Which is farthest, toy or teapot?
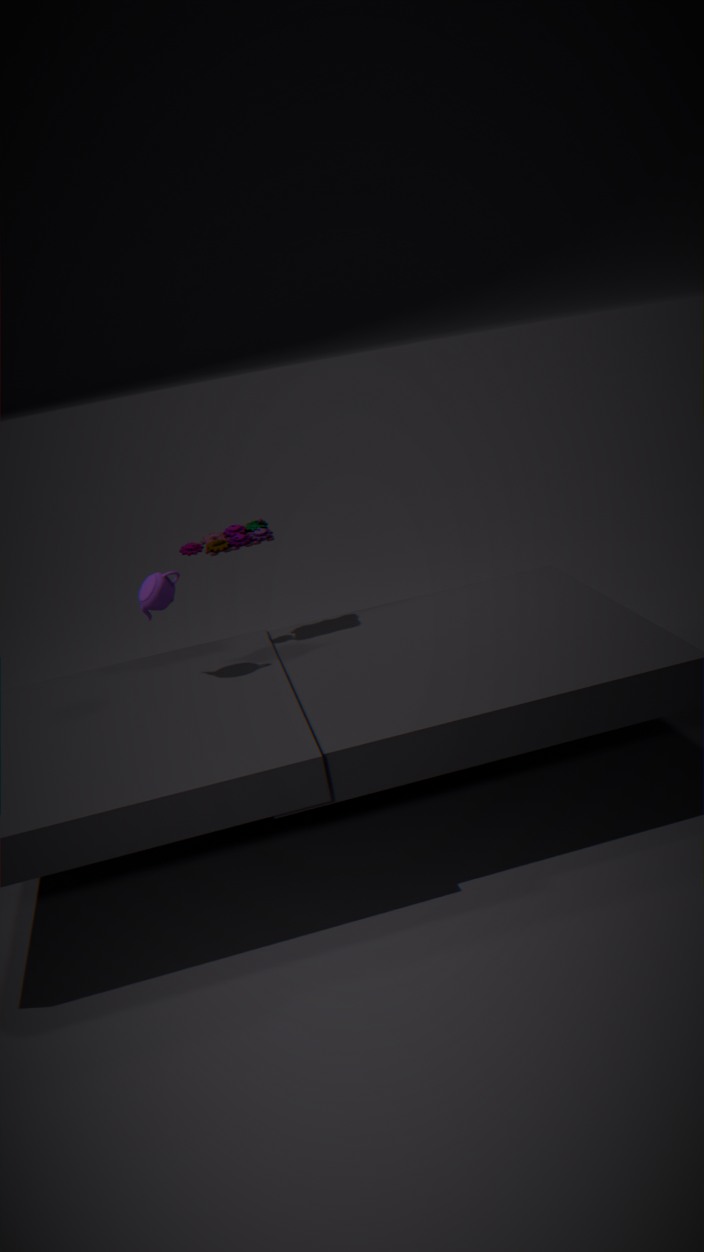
toy
